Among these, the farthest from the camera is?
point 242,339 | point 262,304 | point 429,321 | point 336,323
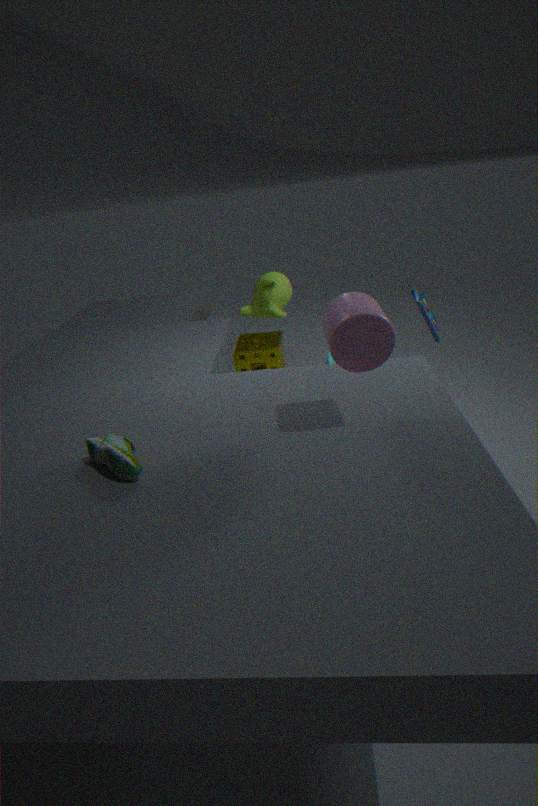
point 242,339
